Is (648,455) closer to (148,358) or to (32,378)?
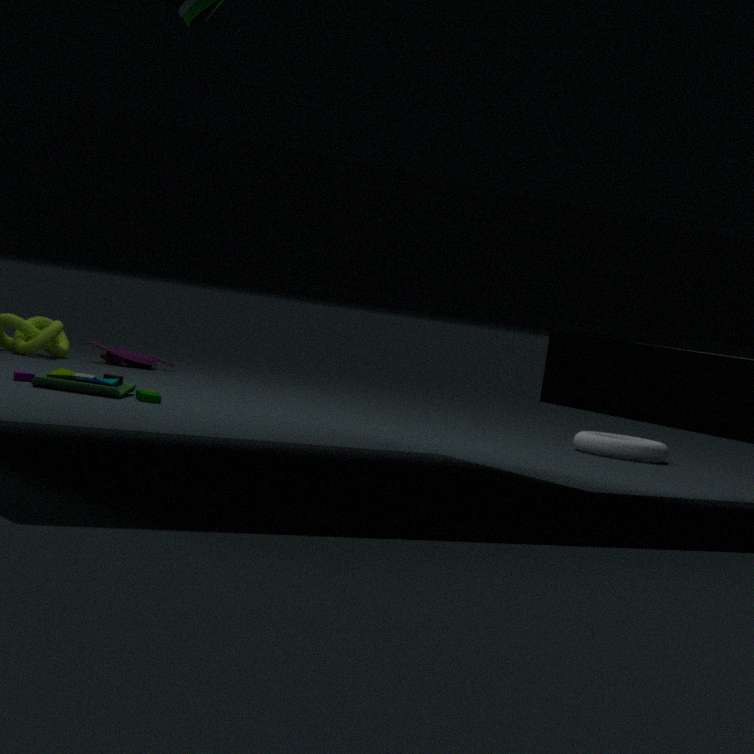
(32,378)
